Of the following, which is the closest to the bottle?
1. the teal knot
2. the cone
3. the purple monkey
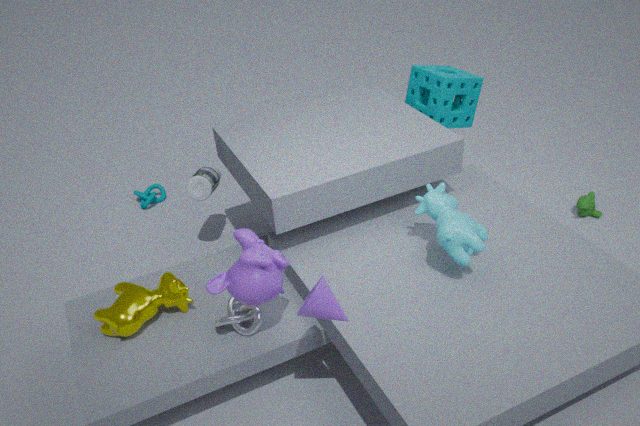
the teal knot
